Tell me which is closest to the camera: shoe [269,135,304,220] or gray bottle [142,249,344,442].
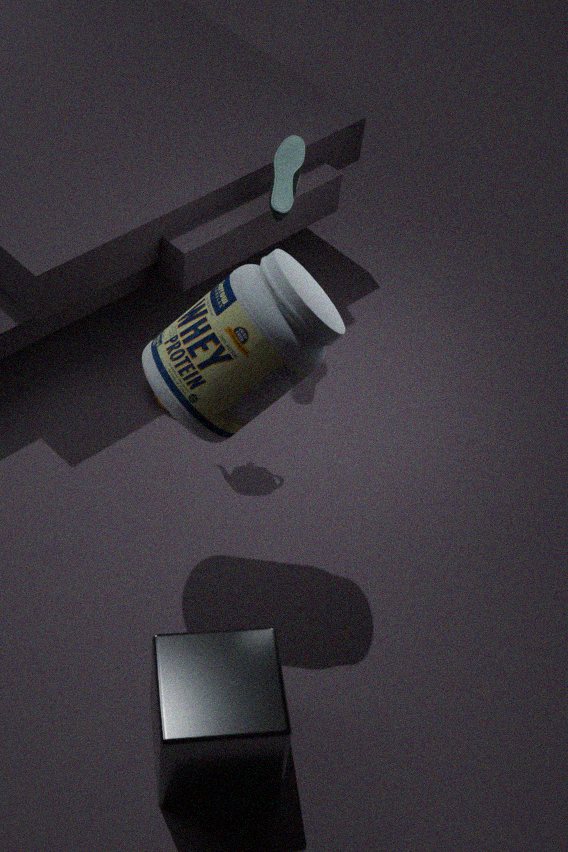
gray bottle [142,249,344,442]
